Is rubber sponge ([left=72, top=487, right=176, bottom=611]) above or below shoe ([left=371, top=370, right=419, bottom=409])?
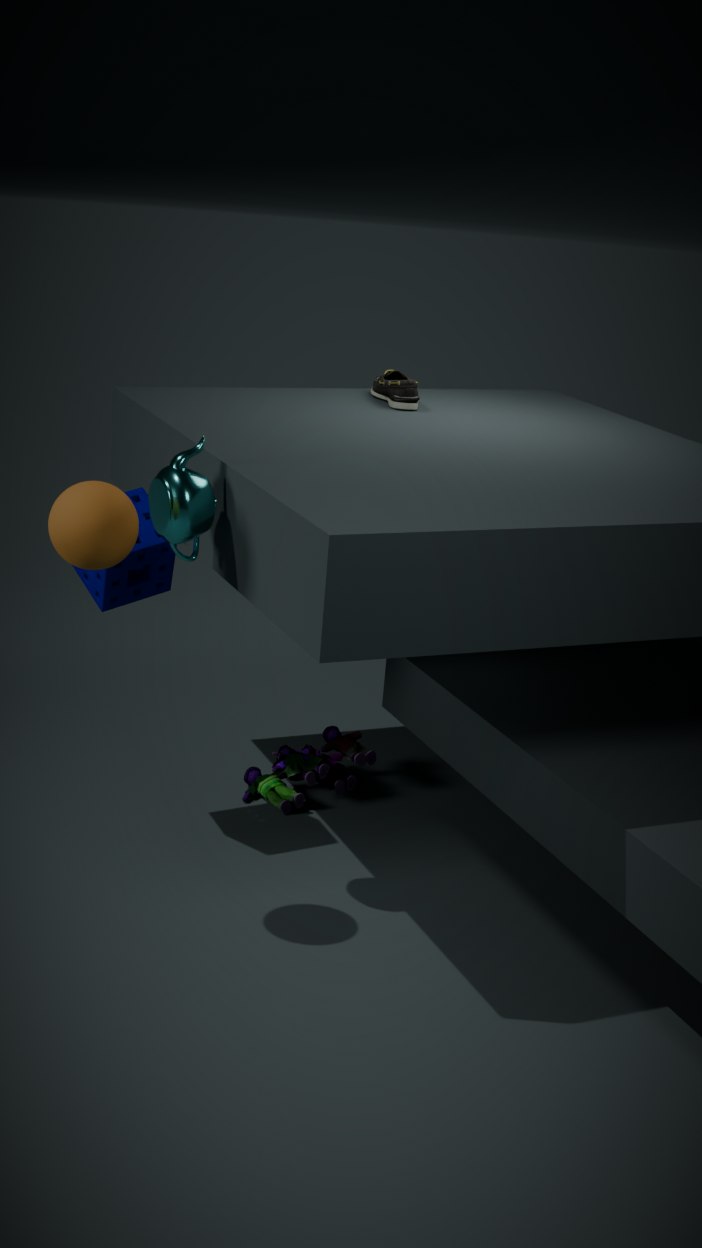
below
